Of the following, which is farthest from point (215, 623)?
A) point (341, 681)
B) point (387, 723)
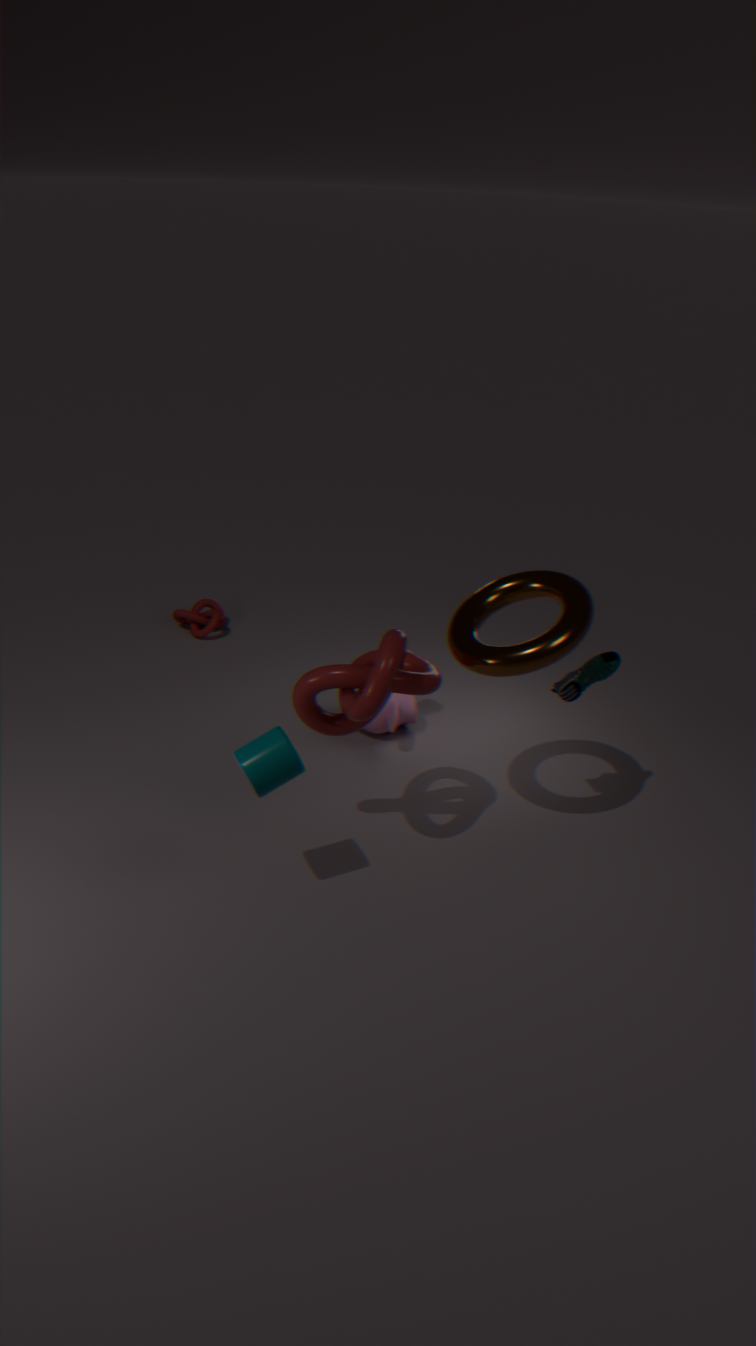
point (341, 681)
